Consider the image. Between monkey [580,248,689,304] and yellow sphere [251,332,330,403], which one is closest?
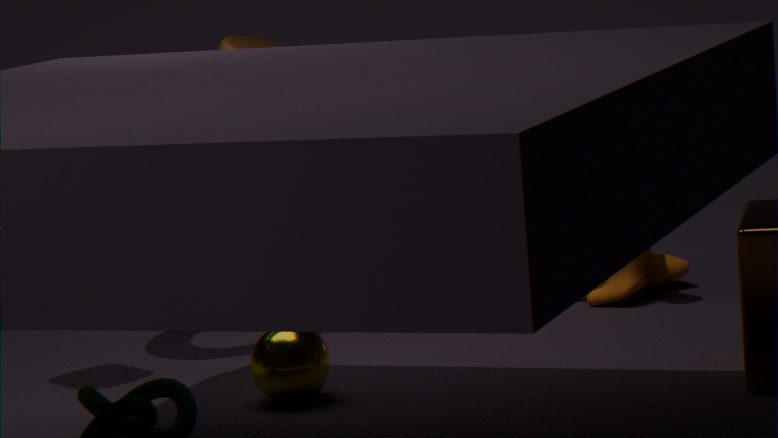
yellow sphere [251,332,330,403]
